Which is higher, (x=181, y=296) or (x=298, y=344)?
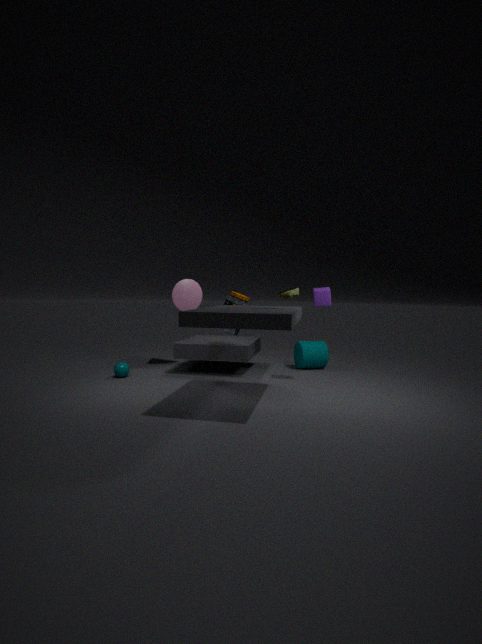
(x=181, y=296)
